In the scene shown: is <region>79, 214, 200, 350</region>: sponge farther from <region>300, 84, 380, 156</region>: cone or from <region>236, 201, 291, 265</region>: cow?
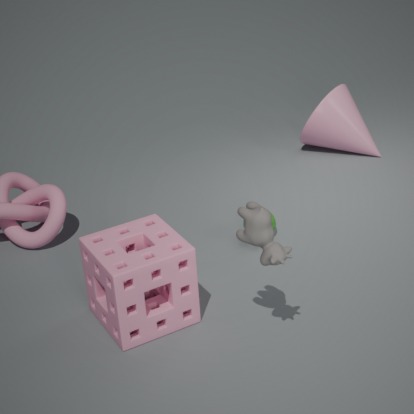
<region>300, 84, 380, 156</region>: cone
